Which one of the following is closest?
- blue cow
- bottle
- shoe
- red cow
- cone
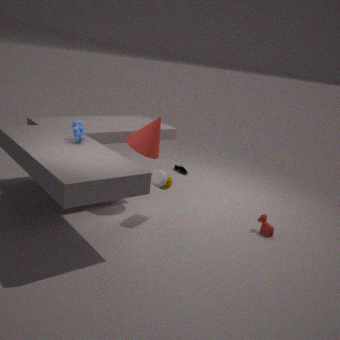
blue cow
